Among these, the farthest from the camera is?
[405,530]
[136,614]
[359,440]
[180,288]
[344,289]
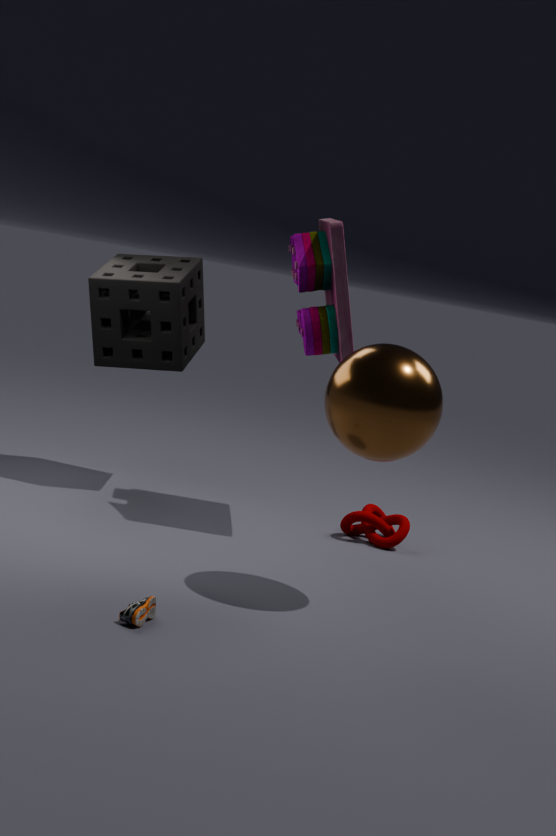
[405,530]
